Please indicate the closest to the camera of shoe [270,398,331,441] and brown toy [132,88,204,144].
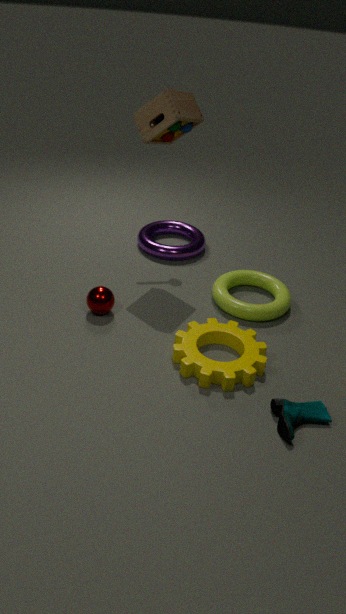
shoe [270,398,331,441]
